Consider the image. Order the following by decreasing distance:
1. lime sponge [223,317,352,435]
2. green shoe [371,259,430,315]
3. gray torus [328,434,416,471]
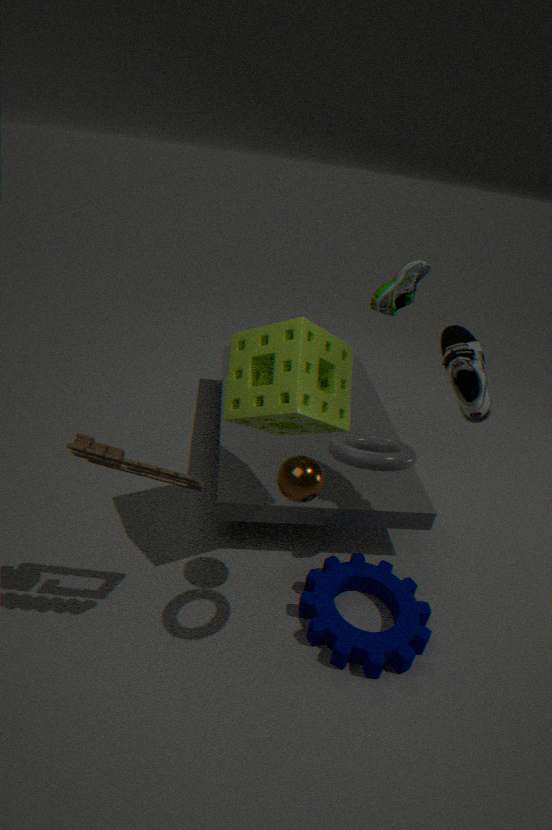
green shoe [371,259,430,315] → lime sponge [223,317,352,435] → gray torus [328,434,416,471]
